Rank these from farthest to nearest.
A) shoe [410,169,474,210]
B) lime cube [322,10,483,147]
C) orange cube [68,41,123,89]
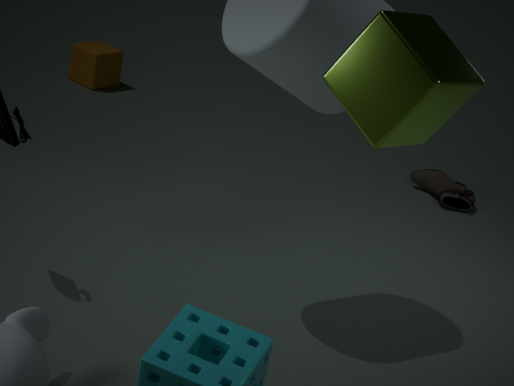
orange cube [68,41,123,89], shoe [410,169,474,210], lime cube [322,10,483,147]
